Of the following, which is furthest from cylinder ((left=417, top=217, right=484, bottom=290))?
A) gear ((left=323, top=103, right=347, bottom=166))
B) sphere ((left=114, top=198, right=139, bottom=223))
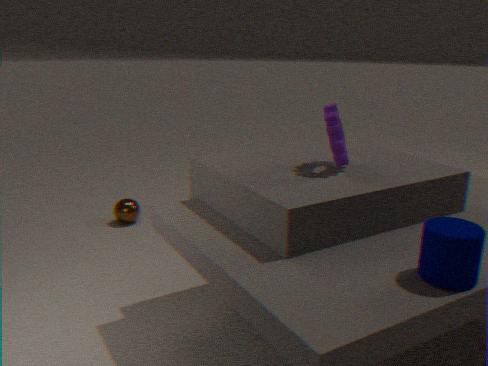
sphere ((left=114, top=198, right=139, bottom=223))
